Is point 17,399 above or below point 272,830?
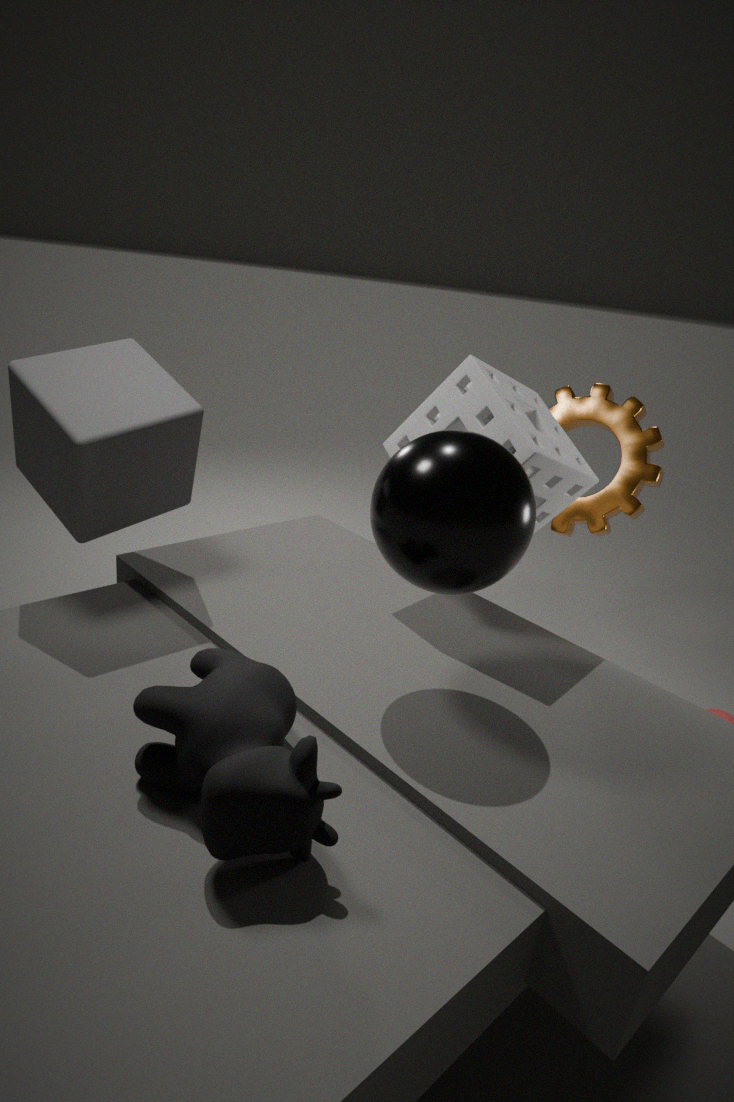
above
